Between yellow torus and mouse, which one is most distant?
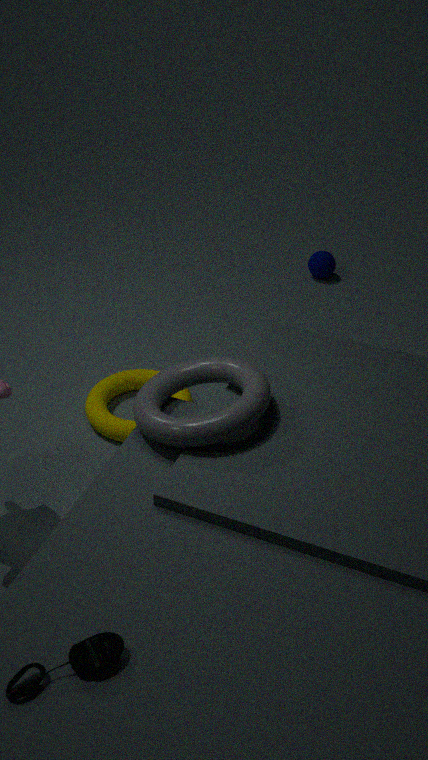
yellow torus
